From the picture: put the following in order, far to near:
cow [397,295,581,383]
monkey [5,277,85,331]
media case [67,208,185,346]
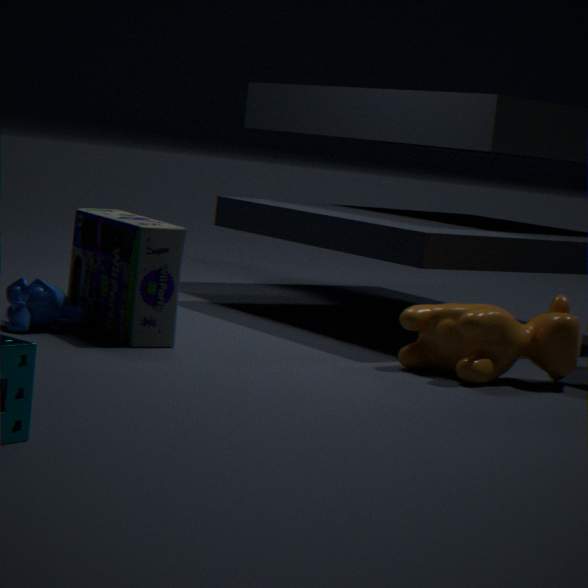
monkey [5,277,85,331] < media case [67,208,185,346] < cow [397,295,581,383]
